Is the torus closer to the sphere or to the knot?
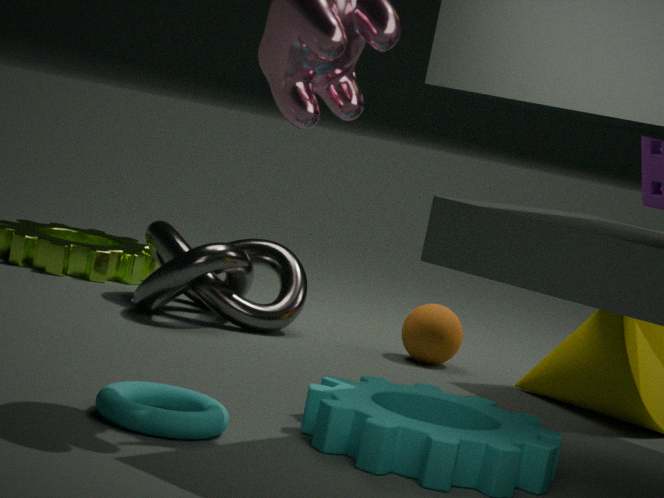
the knot
